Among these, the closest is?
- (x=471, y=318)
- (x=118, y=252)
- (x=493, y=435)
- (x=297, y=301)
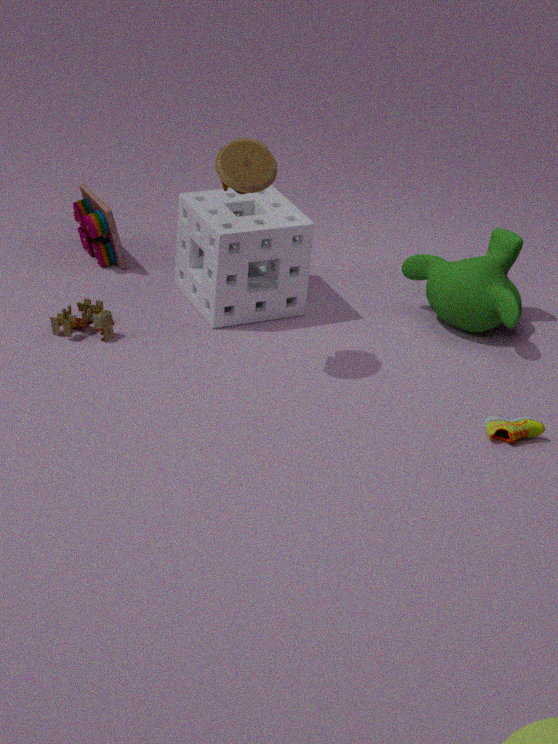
(x=493, y=435)
